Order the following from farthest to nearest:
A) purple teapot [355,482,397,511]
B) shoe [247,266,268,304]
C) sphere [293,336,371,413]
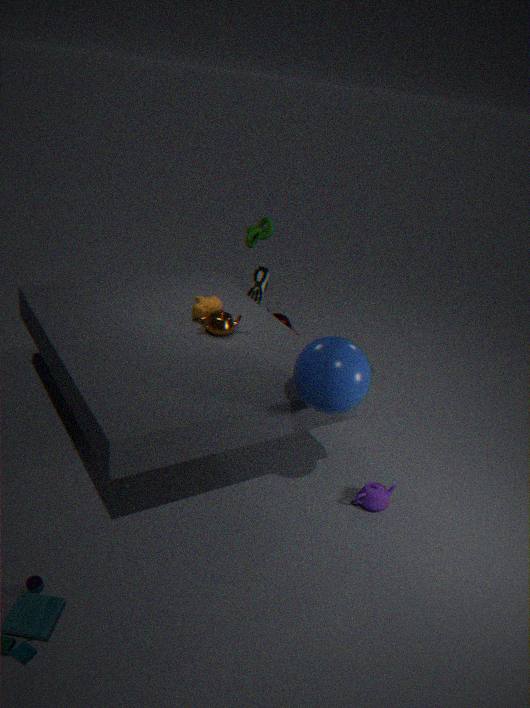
1. shoe [247,266,268,304]
2. purple teapot [355,482,397,511]
3. sphere [293,336,371,413]
